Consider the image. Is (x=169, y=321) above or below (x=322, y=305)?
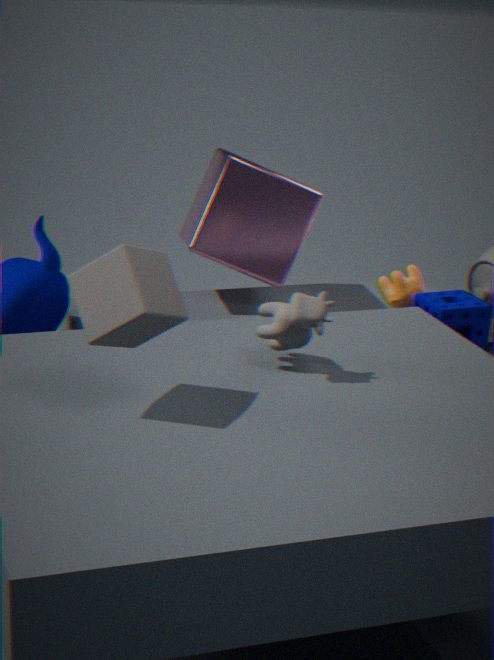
above
